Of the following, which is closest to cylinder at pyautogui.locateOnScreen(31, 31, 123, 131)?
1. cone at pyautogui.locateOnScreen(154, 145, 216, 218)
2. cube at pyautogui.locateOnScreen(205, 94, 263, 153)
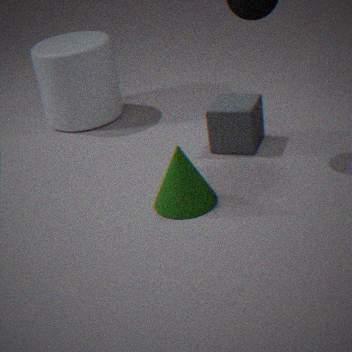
cube at pyautogui.locateOnScreen(205, 94, 263, 153)
